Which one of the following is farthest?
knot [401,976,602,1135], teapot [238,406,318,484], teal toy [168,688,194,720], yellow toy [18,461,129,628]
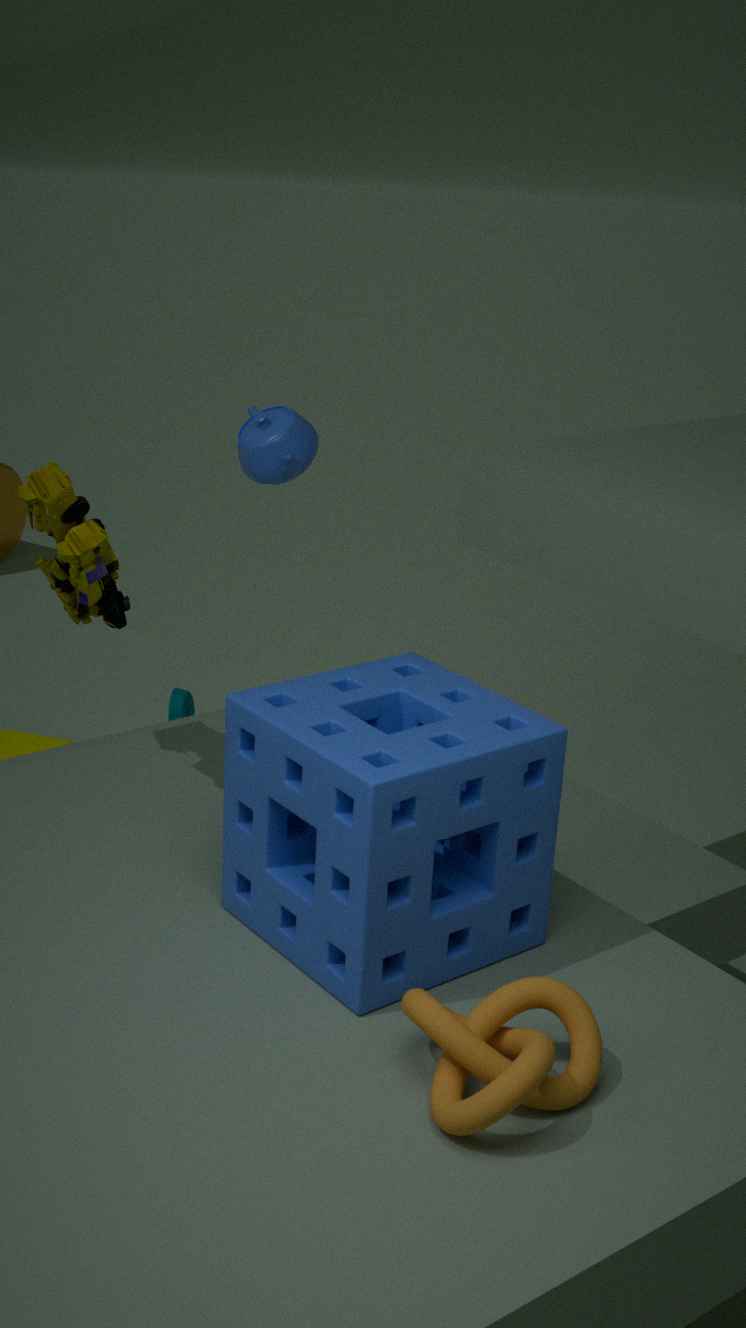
teal toy [168,688,194,720]
